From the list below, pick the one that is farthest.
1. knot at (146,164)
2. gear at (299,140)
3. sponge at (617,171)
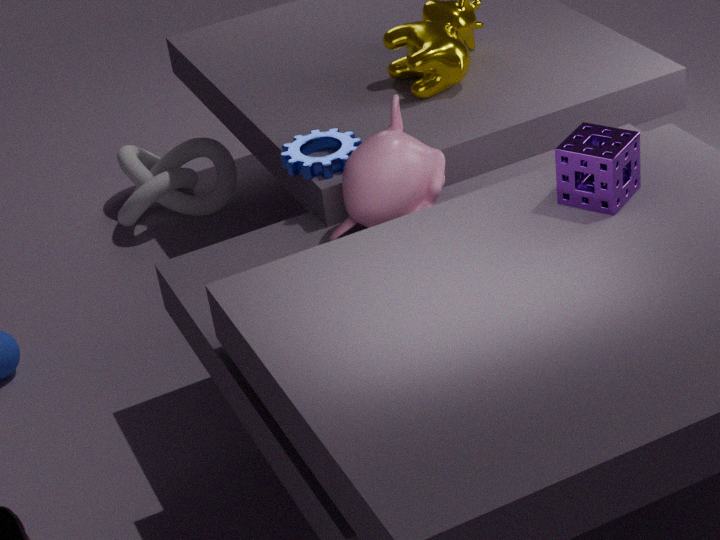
knot at (146,164)
